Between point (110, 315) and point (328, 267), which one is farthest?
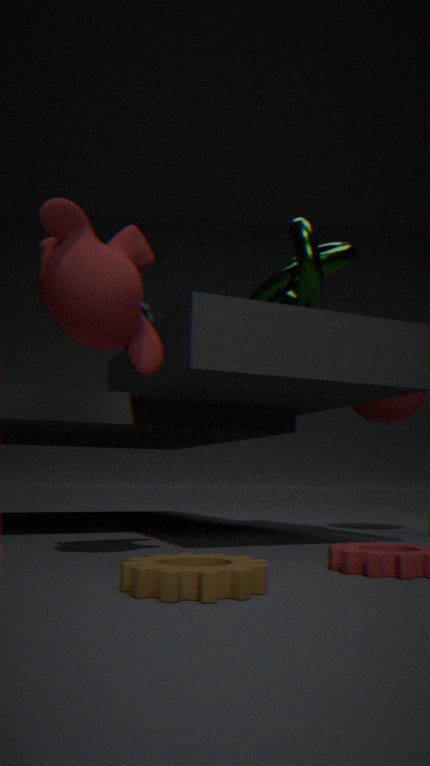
point (328, 267)
